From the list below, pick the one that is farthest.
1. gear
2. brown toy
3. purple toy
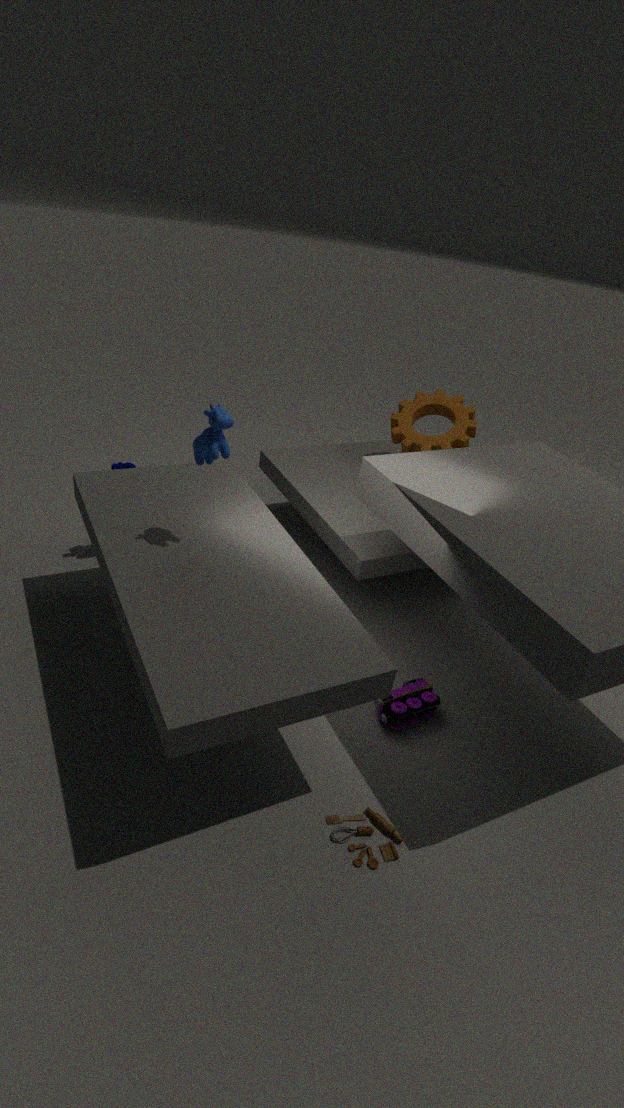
gear
